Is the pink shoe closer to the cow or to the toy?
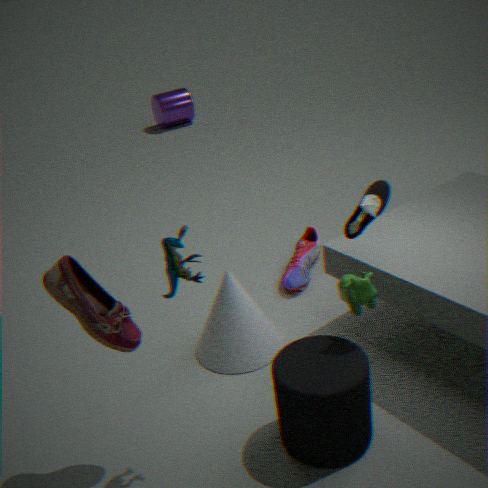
the cow
